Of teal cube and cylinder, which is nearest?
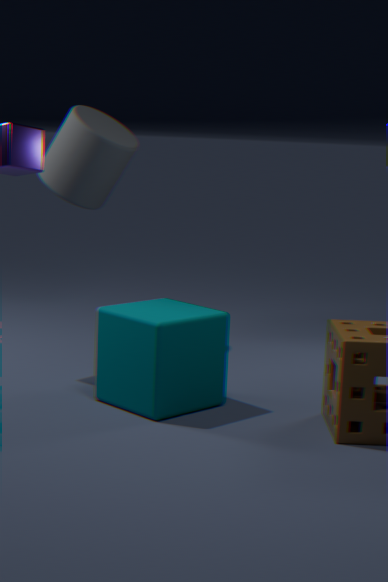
teal cube
